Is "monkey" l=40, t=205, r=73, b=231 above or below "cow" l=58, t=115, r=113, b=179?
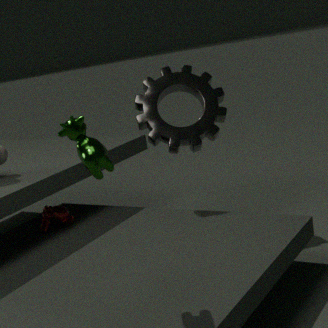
below
